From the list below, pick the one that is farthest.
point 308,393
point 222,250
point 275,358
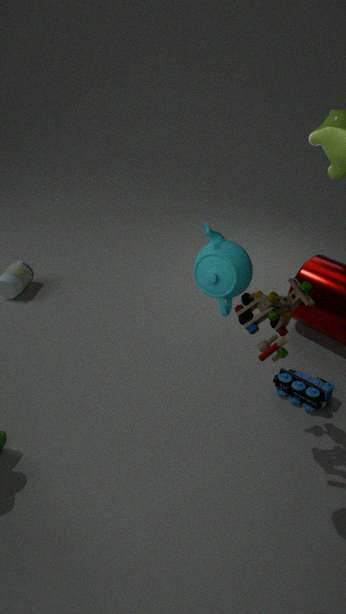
point 308,393
